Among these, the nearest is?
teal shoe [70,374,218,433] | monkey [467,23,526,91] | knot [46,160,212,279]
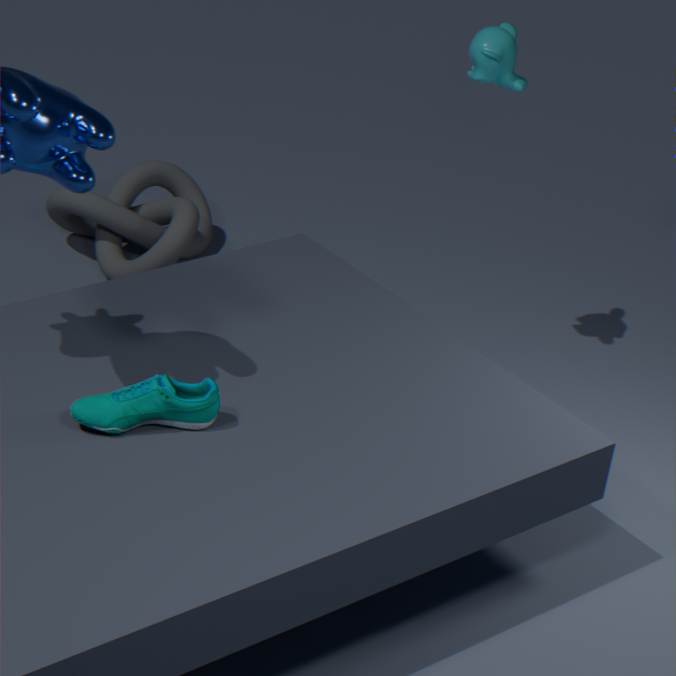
teal shoe [70,374,218,433]
